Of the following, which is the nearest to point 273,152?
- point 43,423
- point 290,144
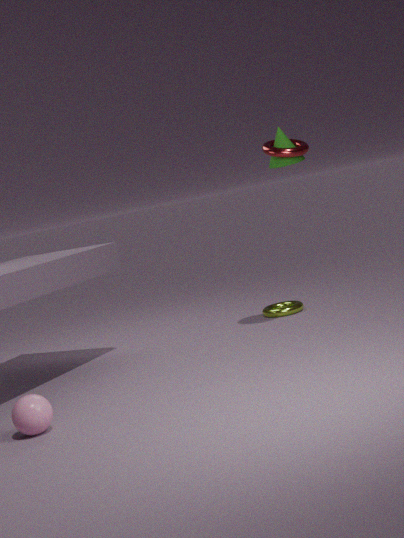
point 290,144
